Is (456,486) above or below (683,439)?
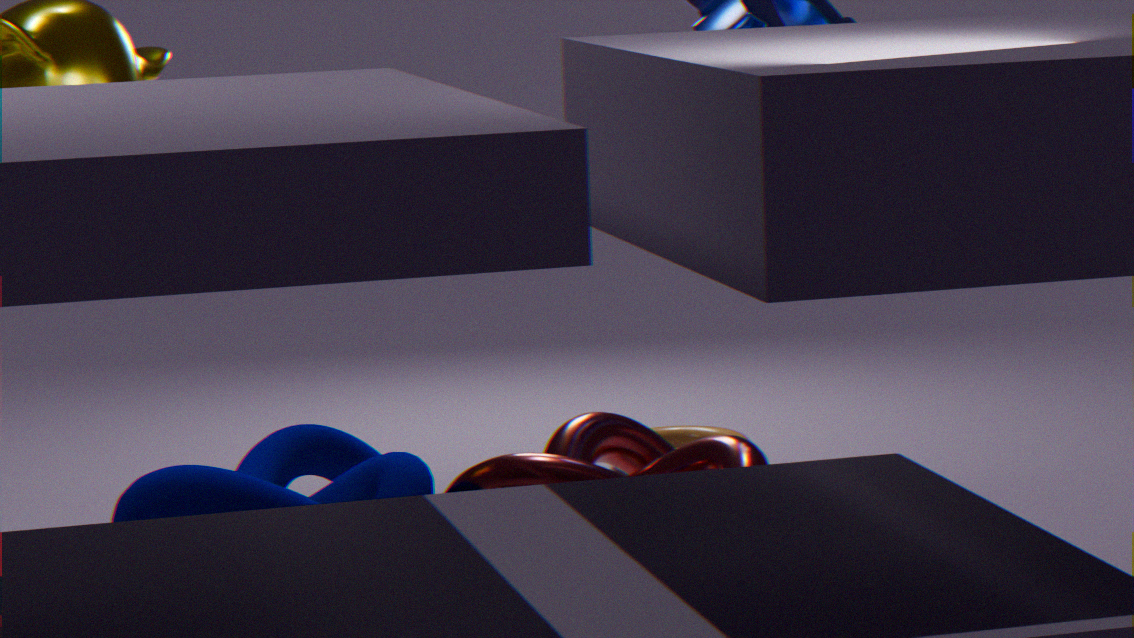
above
